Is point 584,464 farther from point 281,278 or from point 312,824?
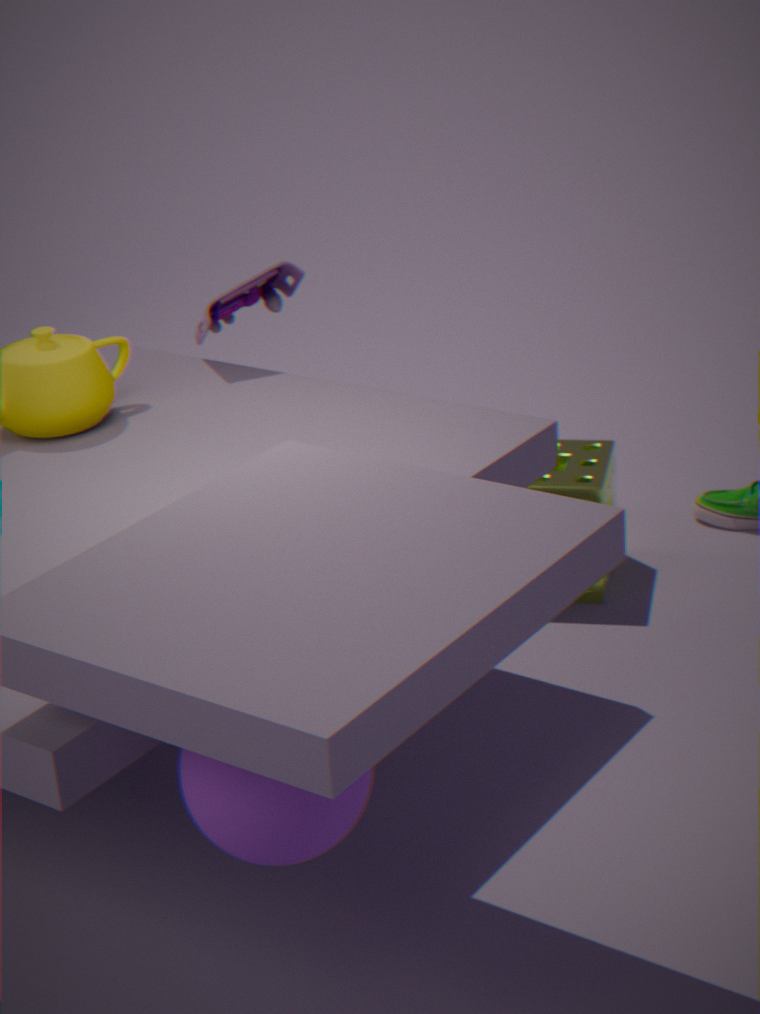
point 312,824
